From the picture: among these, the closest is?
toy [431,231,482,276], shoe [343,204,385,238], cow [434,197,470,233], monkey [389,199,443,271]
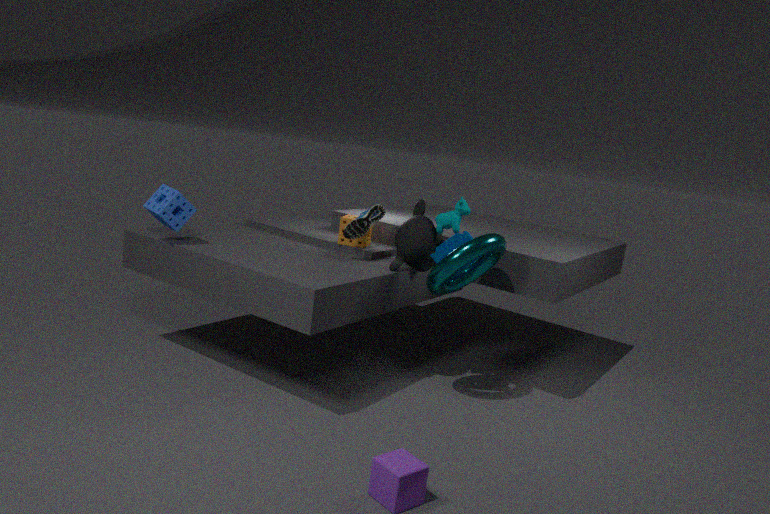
toy [431,231,482,276]
